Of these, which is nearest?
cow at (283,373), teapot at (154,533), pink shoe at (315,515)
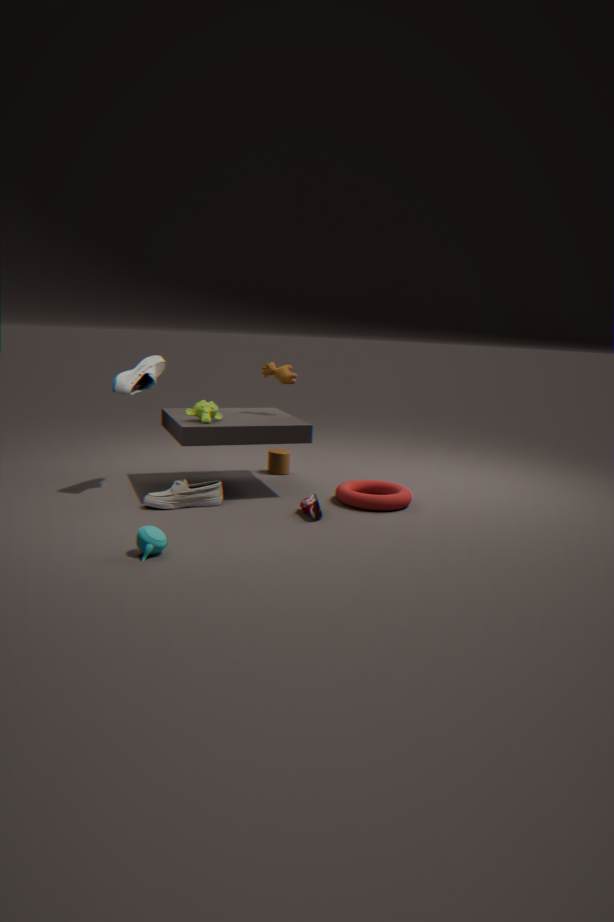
teapot at (154,533)
